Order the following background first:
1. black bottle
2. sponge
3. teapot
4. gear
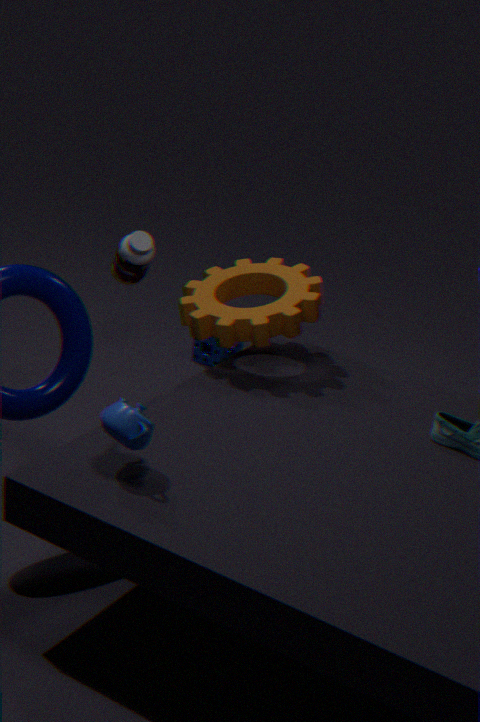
1. sponge
2. black bottle
3. gear
4. teapot
